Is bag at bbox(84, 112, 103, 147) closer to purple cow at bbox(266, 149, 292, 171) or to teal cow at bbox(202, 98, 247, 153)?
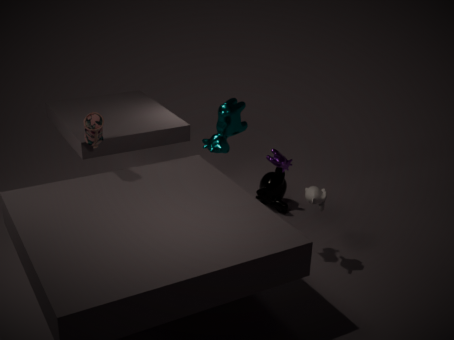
teal cow at bbox(202, 98, 247, 153)
